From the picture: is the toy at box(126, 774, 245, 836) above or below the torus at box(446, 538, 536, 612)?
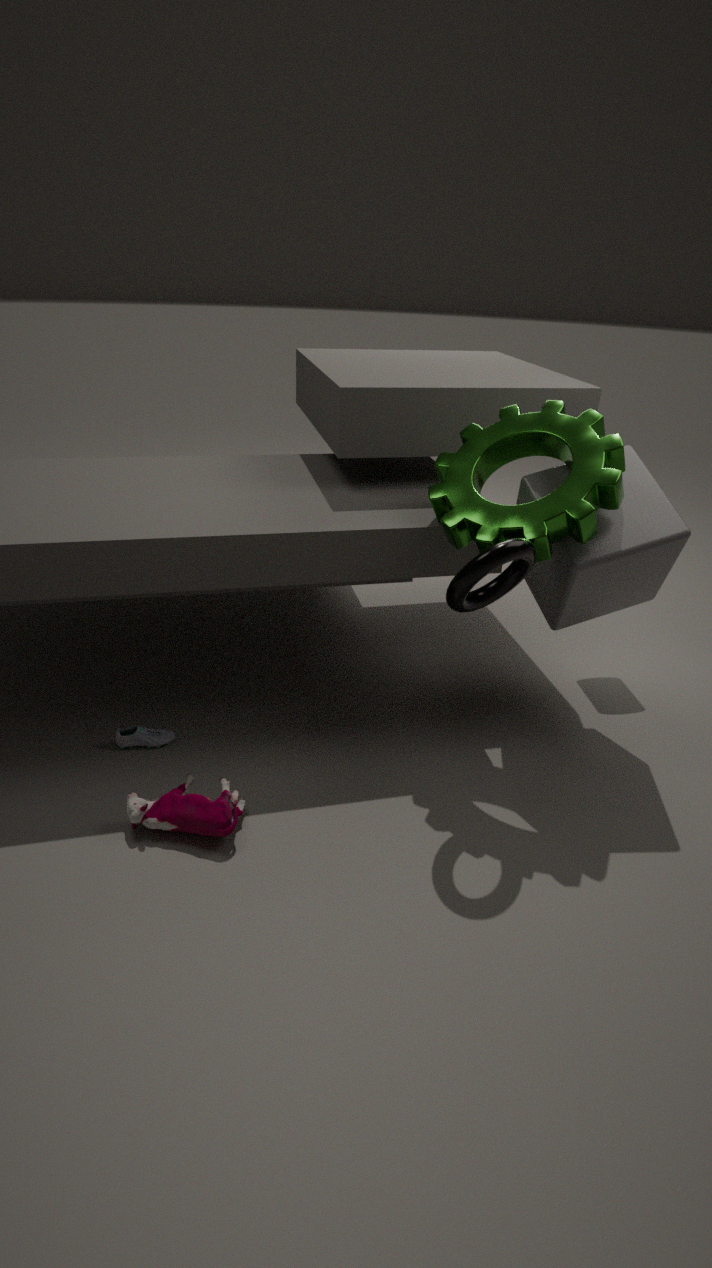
below
